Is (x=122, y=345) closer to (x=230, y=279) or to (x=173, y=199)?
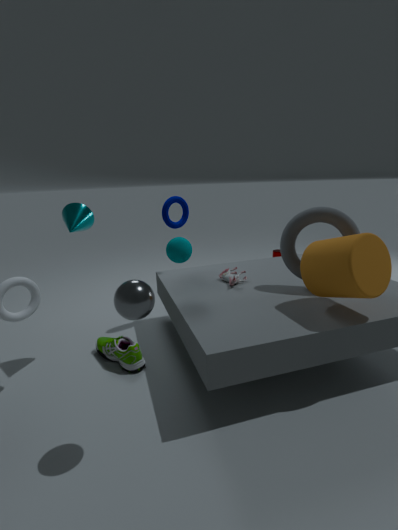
(x=230, y=279)
